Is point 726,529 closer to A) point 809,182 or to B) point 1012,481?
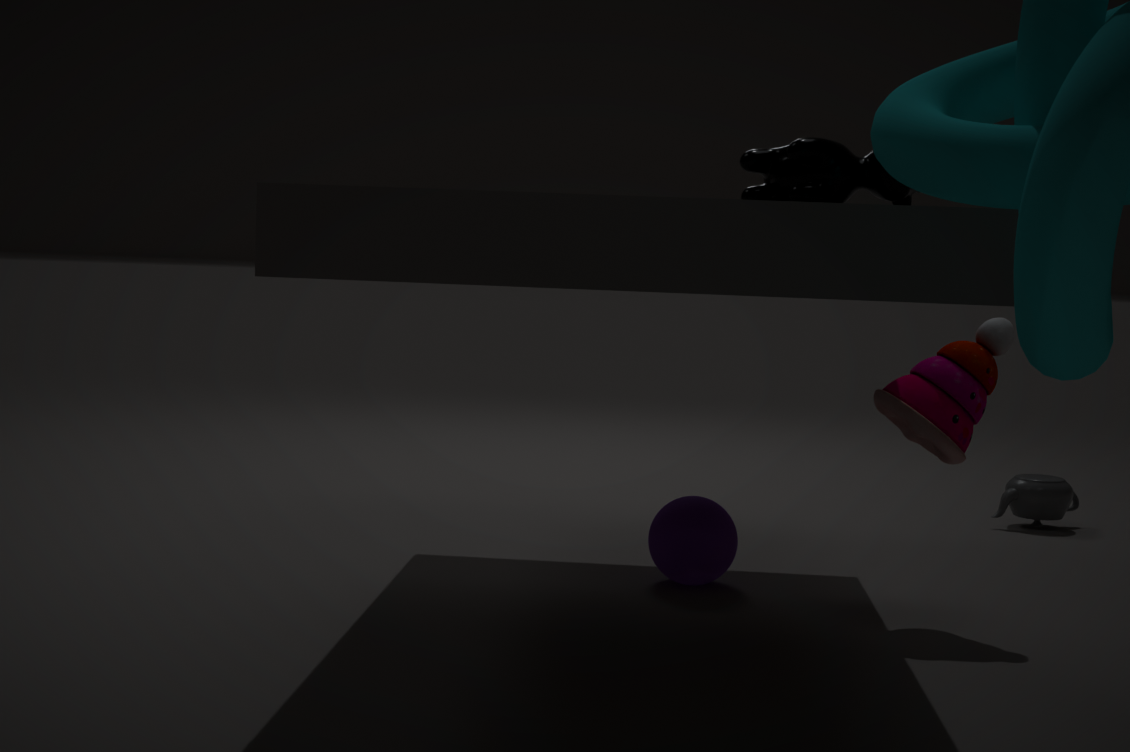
A) point 809,182
